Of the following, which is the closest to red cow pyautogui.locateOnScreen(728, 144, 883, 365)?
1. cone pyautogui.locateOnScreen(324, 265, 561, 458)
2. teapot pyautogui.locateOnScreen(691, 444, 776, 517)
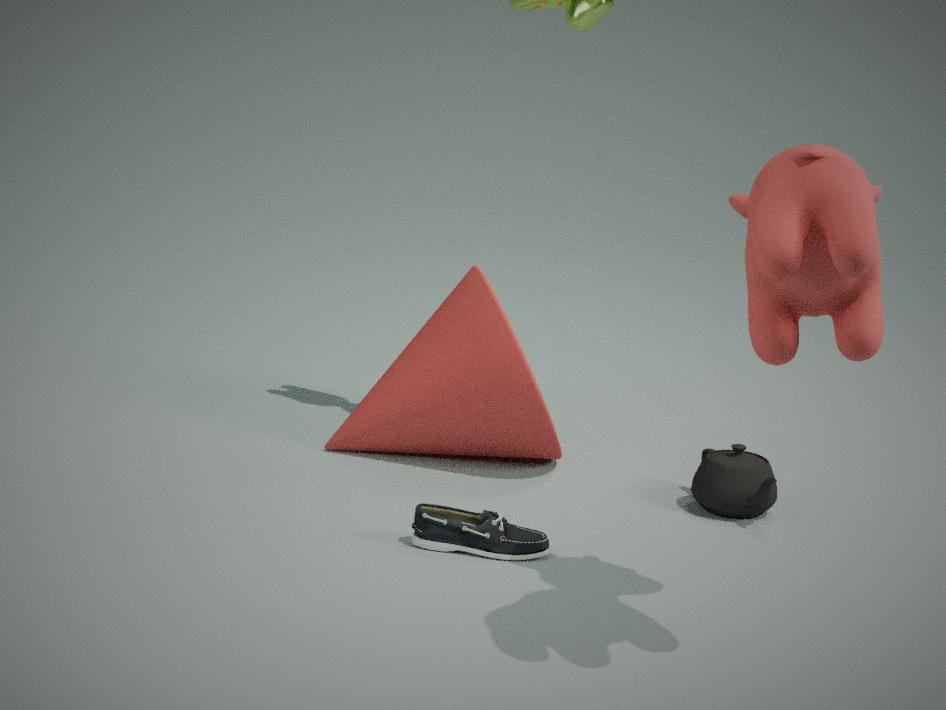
teapot pyautogui.locateOnScreen(691, 444, 776, 517)
